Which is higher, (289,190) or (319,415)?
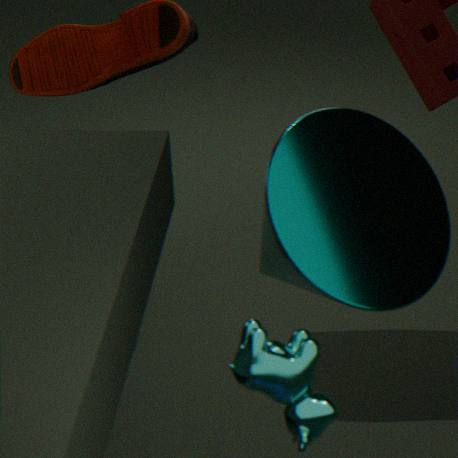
(289,190)
